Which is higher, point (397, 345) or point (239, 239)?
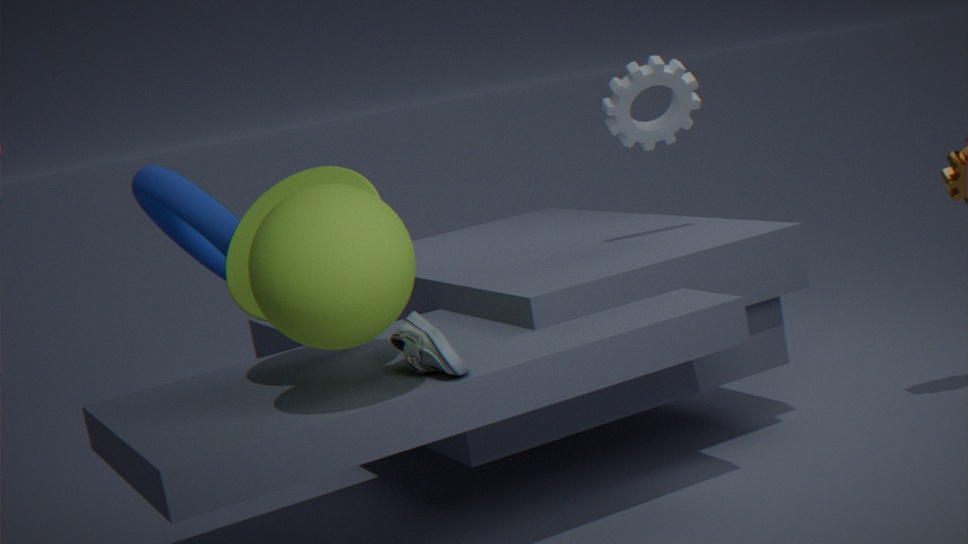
point (239, 239)
